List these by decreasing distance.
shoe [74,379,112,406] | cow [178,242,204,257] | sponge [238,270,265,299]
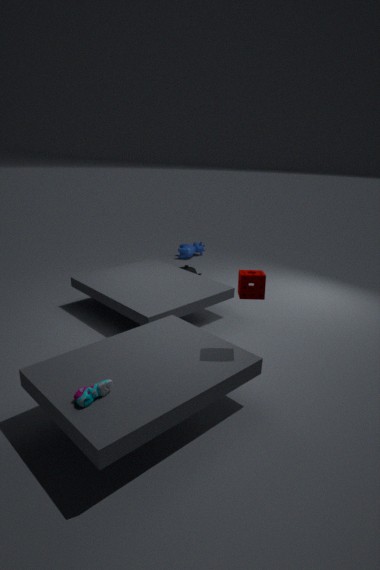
cow [178,242,204,257] < sponge [238,270,265,299] < shoe [74,379,112,406]
